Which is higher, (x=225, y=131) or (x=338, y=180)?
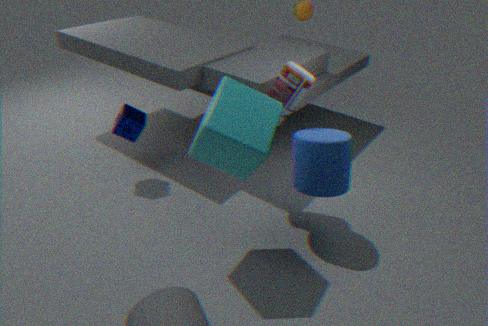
(x=225, y=131)
